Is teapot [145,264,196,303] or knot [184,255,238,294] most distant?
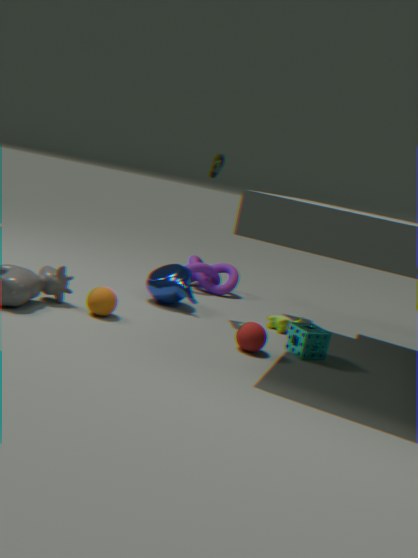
knot [184,255,238,294]
